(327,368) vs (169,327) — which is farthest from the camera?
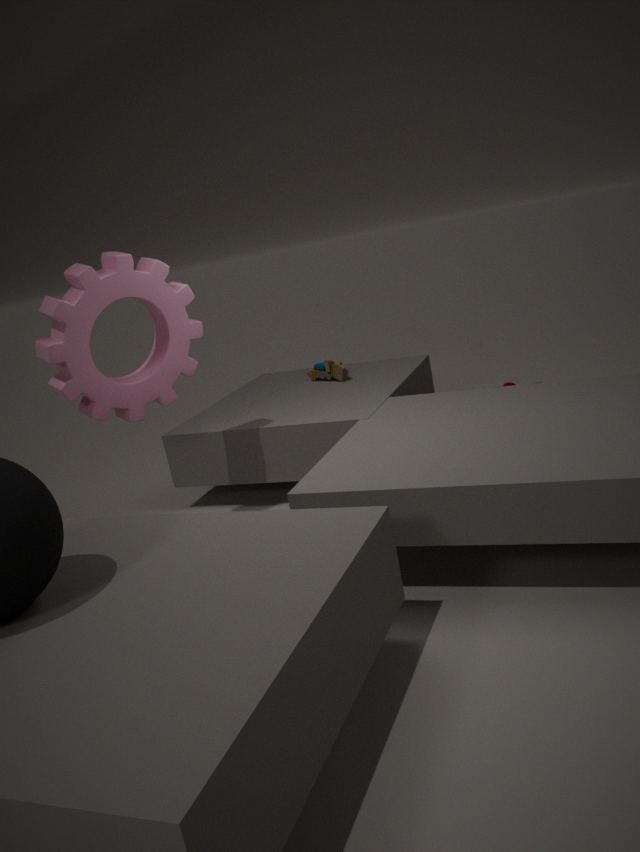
(327,368)
